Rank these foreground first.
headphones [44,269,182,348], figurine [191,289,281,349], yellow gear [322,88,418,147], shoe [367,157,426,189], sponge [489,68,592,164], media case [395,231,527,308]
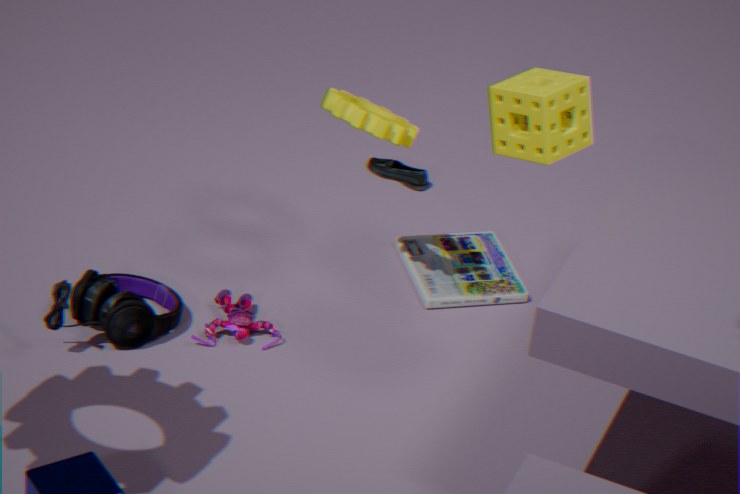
sponge [489,68,592,164]
yellow gear [322,88,418,147]
headphones [44,269,182,348]
figurine [191,289,281,349]
media case [395,231,527,308]
shoe [367,157,426,189]
